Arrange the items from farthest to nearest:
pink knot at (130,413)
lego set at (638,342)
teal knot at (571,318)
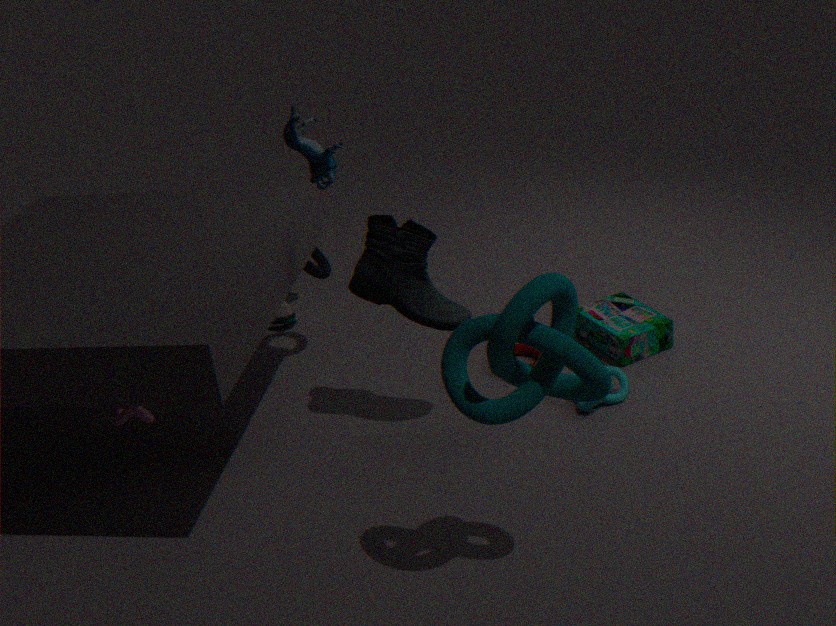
lego set at (638,342) < pink knot at (130,413) < teal knot at (571,318)
